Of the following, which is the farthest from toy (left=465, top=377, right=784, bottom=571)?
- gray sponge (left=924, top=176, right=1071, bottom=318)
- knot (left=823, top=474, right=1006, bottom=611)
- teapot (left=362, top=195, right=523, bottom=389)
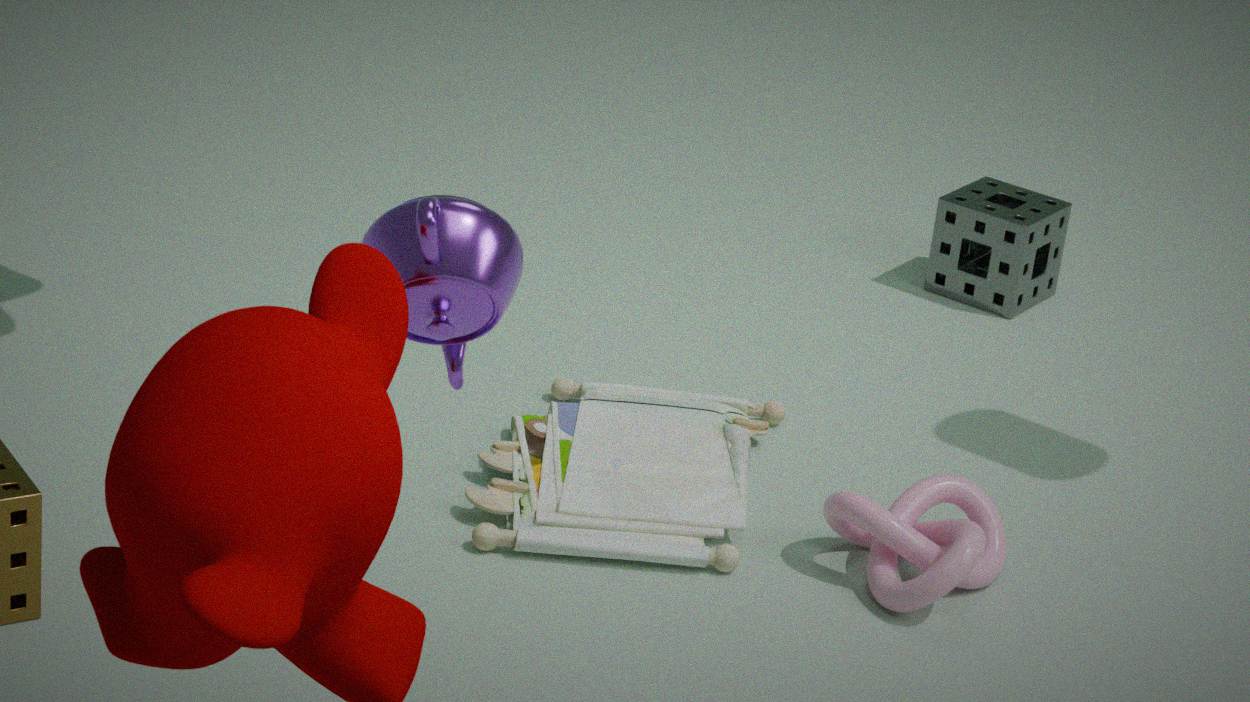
teapot (left=362, top=195, right=523, bottom=389)
